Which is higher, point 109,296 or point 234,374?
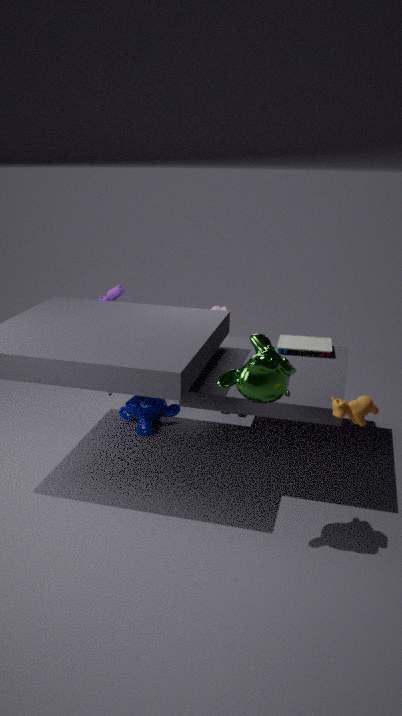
point 234,374
